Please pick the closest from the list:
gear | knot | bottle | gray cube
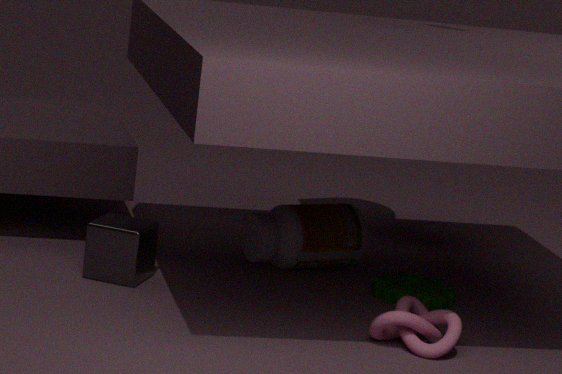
knot
